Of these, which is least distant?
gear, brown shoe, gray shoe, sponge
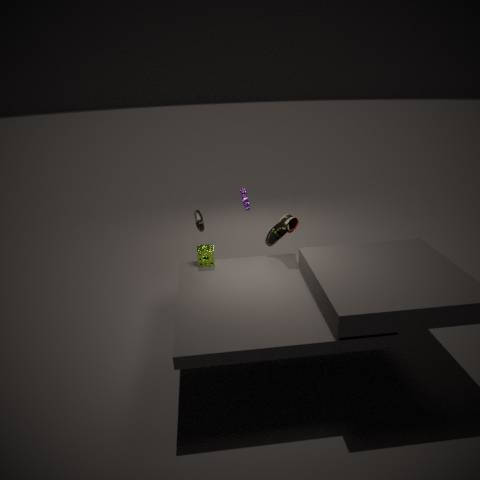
sponge
